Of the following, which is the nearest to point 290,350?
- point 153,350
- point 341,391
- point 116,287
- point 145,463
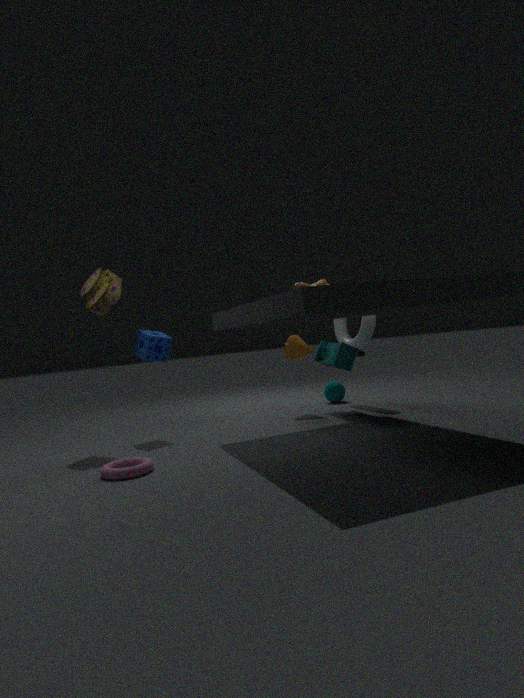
point 341,391
